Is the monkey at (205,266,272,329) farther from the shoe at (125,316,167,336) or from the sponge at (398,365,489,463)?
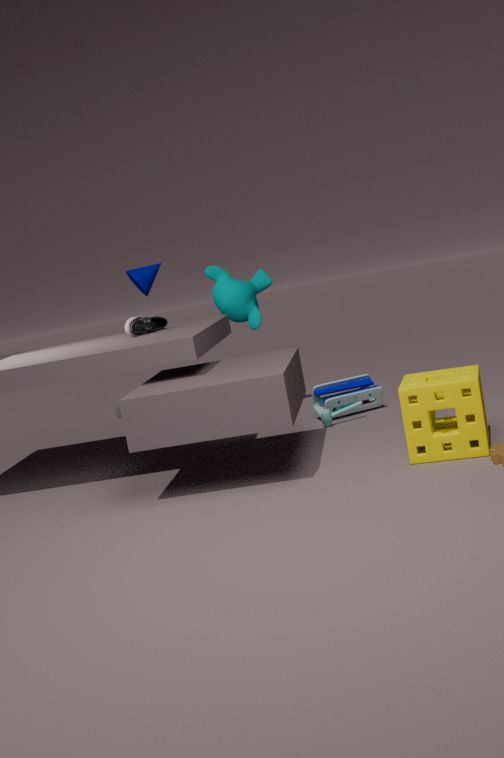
the sponge at (398,365,489,463)
